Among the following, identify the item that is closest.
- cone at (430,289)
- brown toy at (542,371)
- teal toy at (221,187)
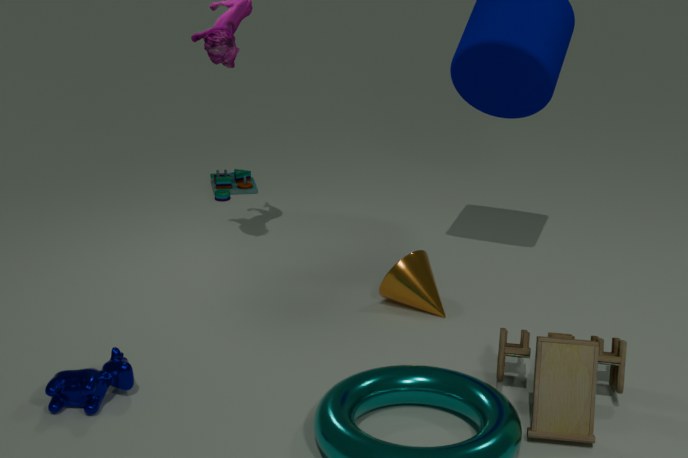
brown toy at (542,371)
